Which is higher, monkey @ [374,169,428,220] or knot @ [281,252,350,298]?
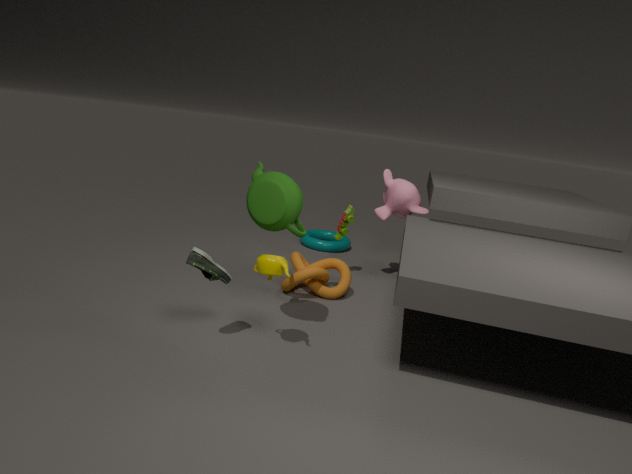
monkey @ [374,169,428,220]
